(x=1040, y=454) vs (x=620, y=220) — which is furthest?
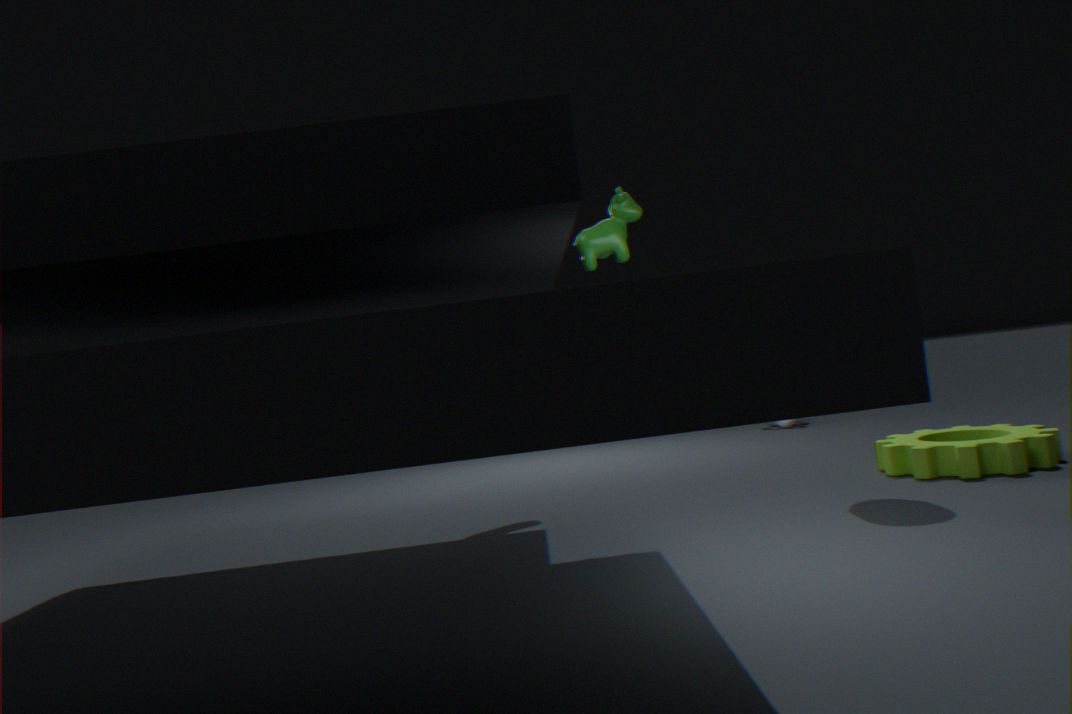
(x=1040, y=454)
